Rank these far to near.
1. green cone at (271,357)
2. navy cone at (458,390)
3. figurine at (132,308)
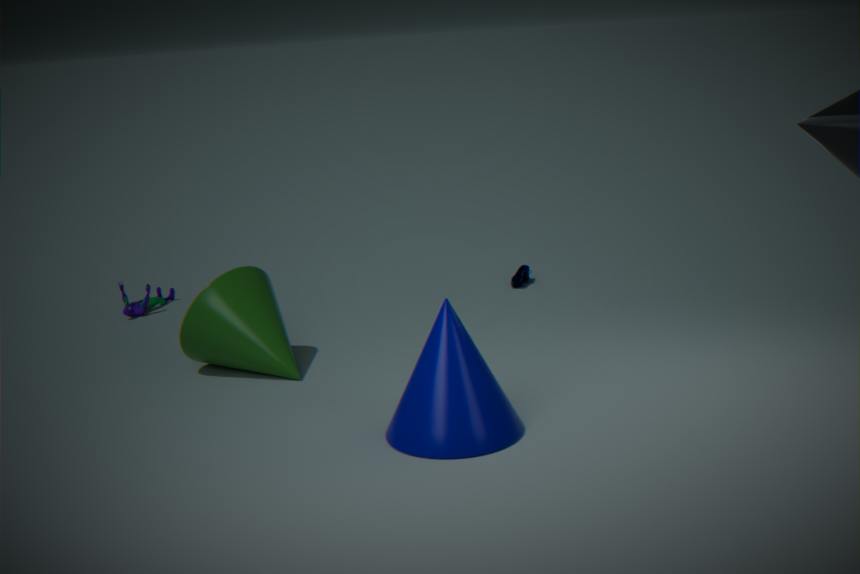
1. figurine at (132,308)
2. green cone at (271,357)
3. navy cone at (458,390)
